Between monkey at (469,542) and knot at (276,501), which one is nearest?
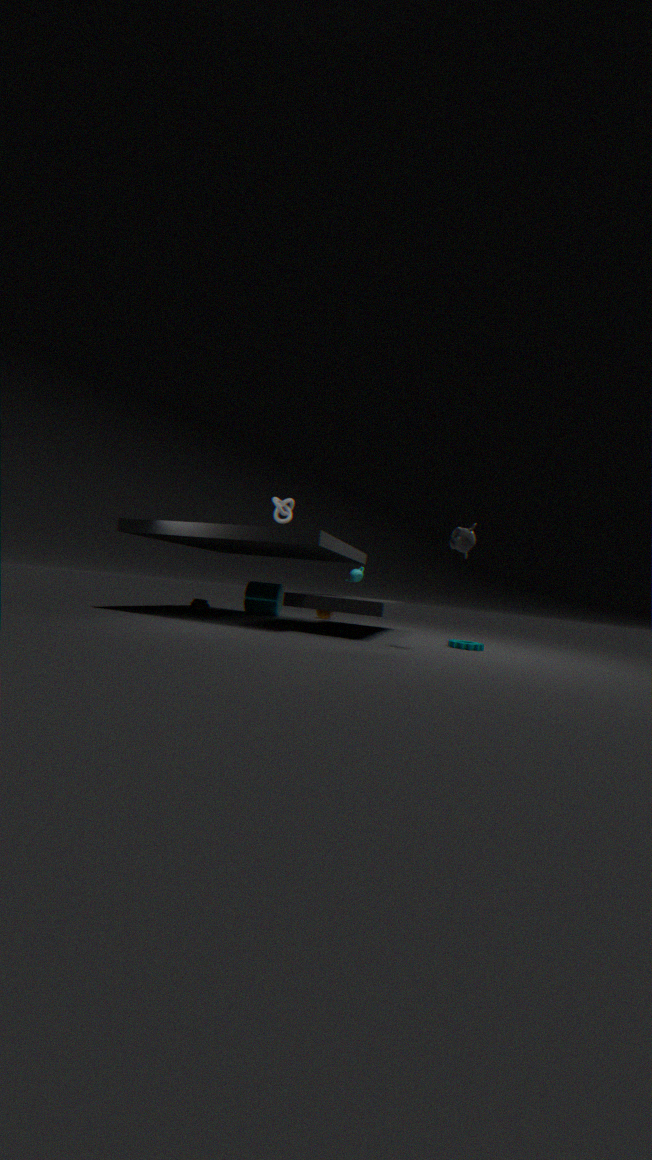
monkey at (469,542)
